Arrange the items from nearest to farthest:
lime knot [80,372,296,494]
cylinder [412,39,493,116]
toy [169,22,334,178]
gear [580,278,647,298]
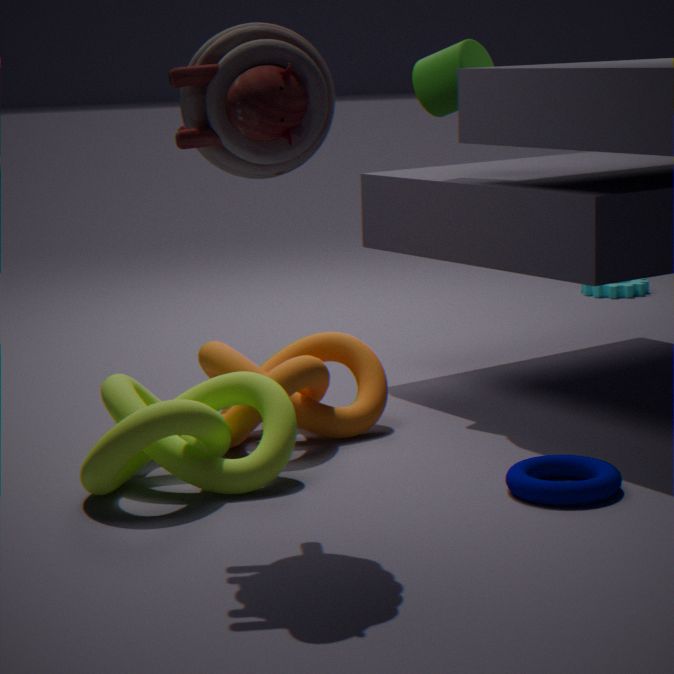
toy [169,22,334,178] → lime knot [80,372,296,494] → cylinder [412,39,493,116] → gear [580,278,647,298]
